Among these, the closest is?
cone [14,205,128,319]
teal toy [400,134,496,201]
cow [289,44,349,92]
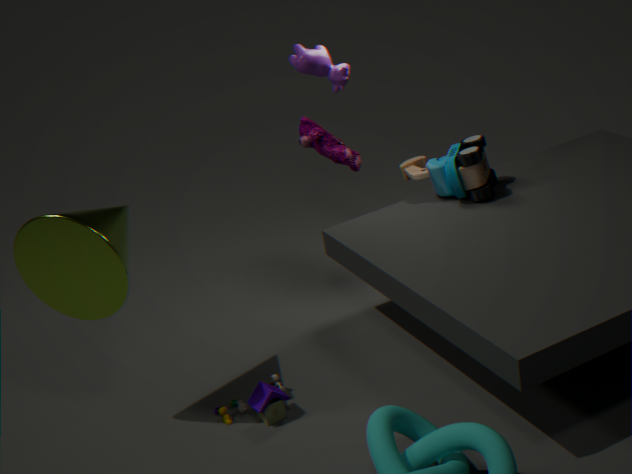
cone [14,205,128,319]
